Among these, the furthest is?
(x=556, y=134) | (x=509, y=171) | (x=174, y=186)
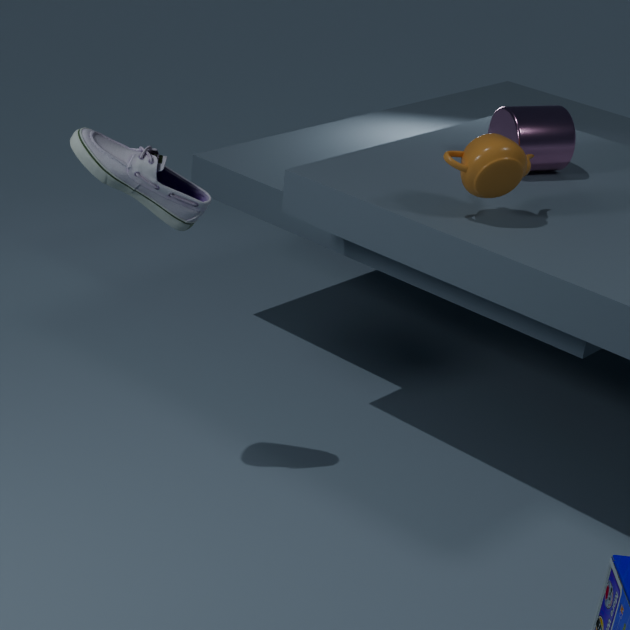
(x=556, y=134)
